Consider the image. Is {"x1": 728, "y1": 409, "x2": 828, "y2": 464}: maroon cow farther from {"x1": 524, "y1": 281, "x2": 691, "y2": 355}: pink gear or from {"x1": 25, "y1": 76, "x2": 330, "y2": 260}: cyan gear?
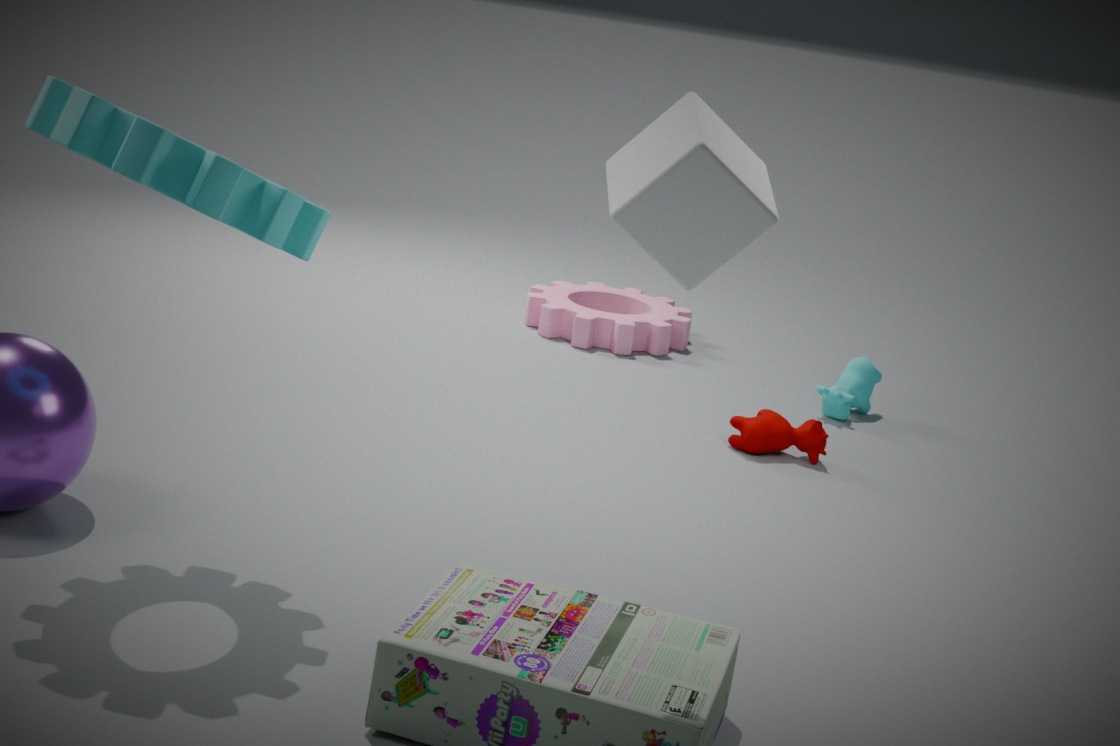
{"x1": 25, "y1": 76, "x2": 330, "y2": 260}: cyan gear
